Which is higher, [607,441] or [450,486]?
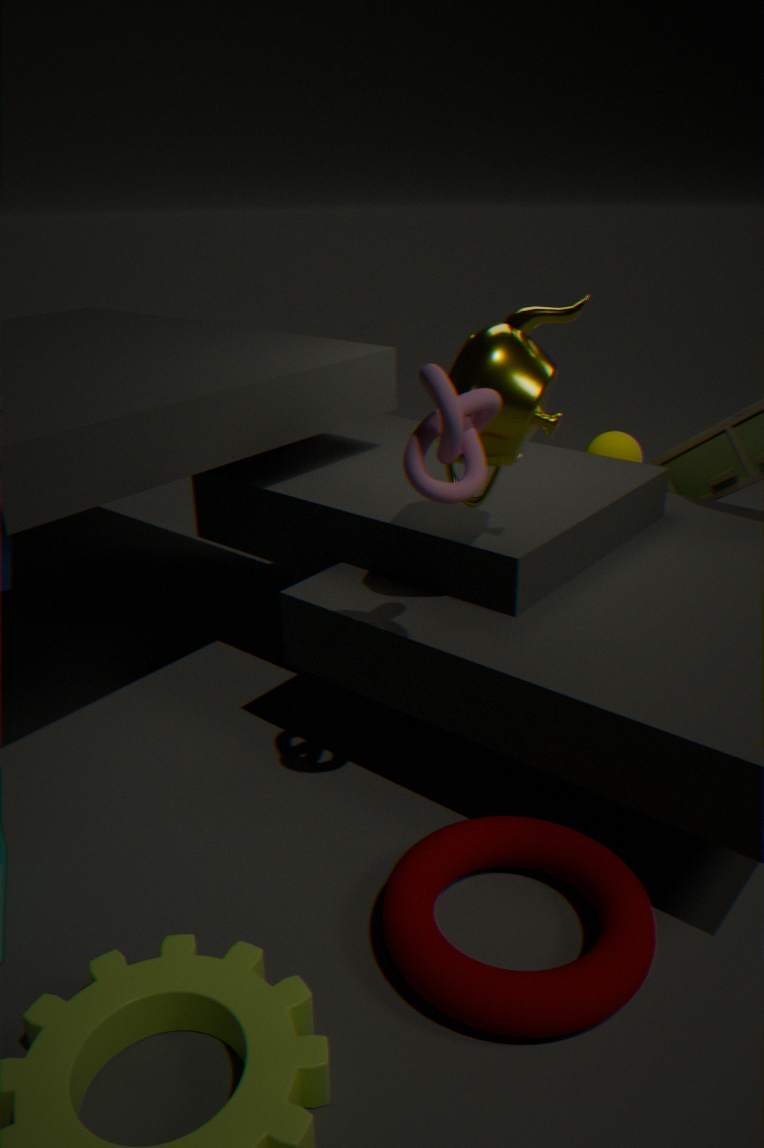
[450,486]
